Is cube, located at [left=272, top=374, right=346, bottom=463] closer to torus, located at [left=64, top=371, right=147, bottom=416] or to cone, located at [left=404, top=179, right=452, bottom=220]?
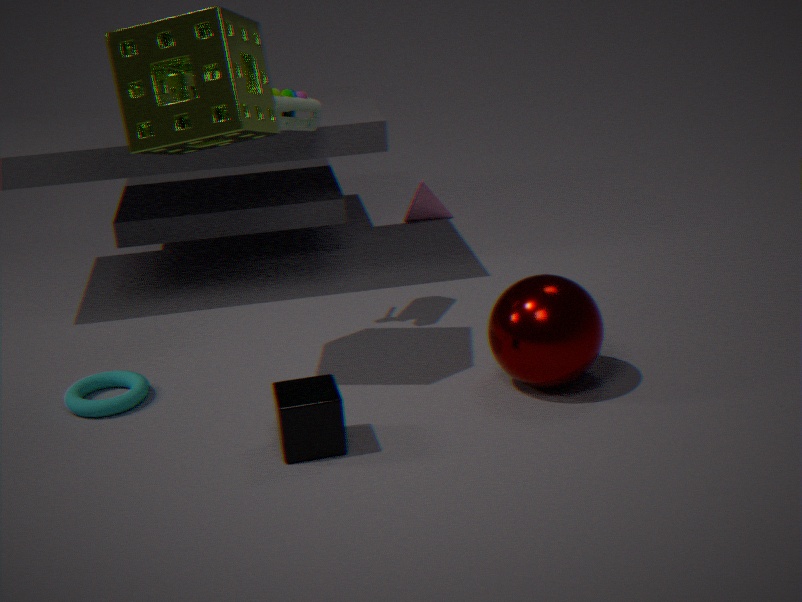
torus, located at [left=64, top=371, right=147, bottom=416]
